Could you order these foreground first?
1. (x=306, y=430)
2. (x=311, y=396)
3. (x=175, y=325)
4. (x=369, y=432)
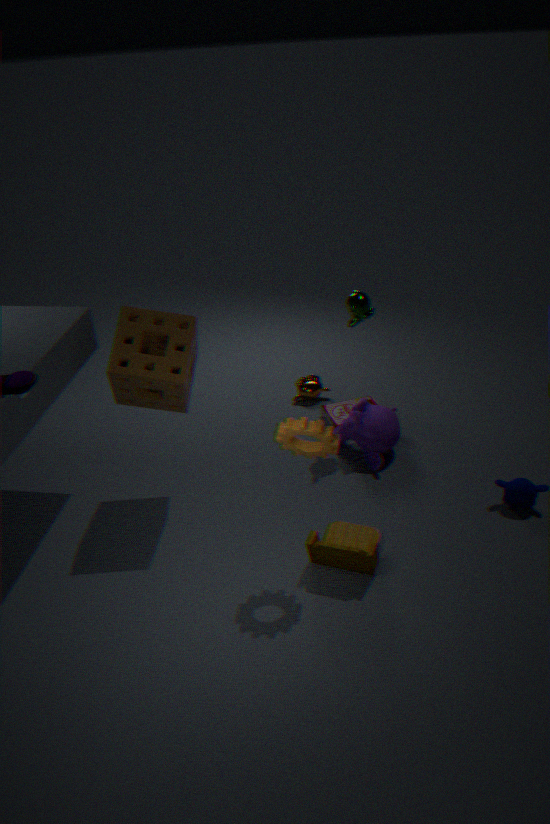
(x=306, y=430), (x=175, y=325), (x=369, y=432), (x=311, y=396)
